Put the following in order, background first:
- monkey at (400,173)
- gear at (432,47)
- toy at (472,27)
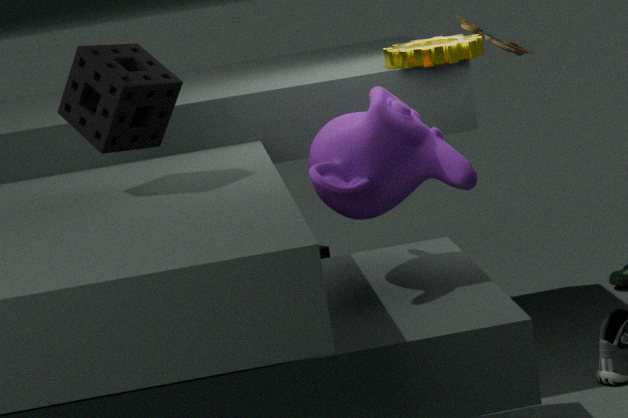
toy at (472,27) → gear at (432,47) → monkey at (400,173)
